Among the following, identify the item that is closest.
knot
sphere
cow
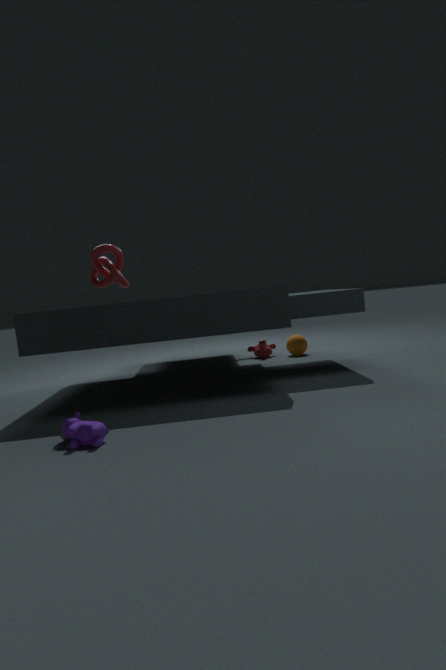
cow
